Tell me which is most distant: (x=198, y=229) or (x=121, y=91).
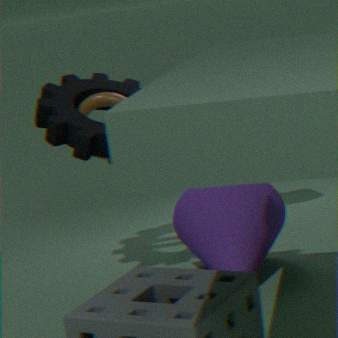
(x=121, y=91)
